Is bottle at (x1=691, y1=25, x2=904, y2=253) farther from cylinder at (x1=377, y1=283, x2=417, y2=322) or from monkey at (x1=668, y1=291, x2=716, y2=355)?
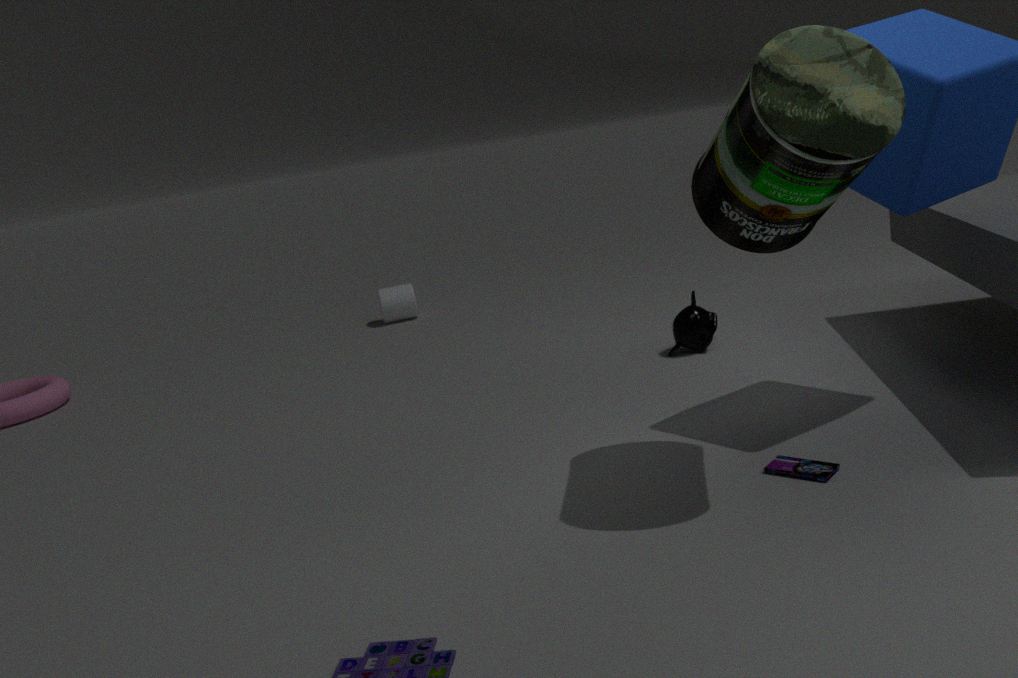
cylinder at (x1=377, y1=283, x2=417, y2=322)
